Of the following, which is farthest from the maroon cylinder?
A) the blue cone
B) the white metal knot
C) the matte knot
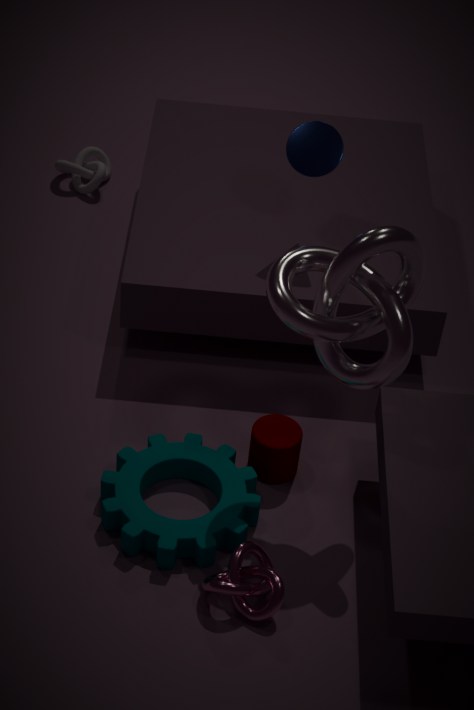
the matte knot
